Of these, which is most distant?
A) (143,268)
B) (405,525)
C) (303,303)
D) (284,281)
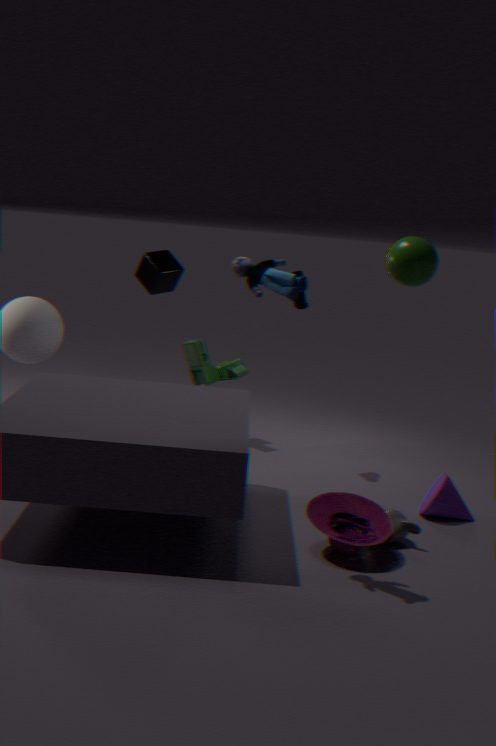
(143,268)
